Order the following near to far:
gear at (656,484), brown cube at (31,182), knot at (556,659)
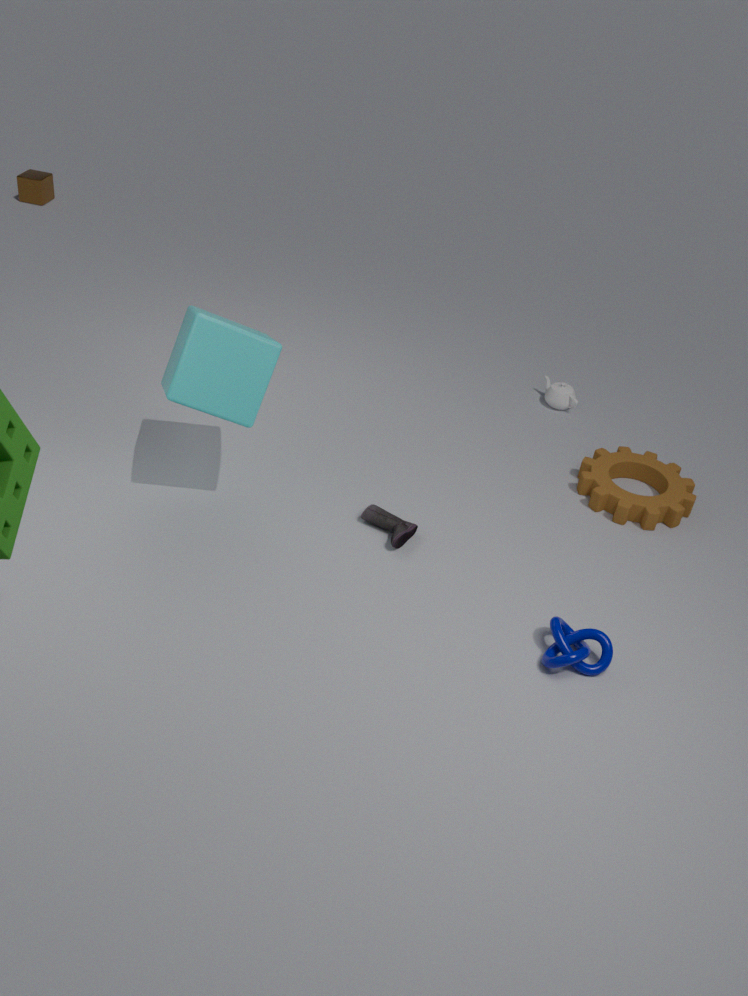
knot at (556,659) < gear at (656,484) < brown cube at (31,182)
